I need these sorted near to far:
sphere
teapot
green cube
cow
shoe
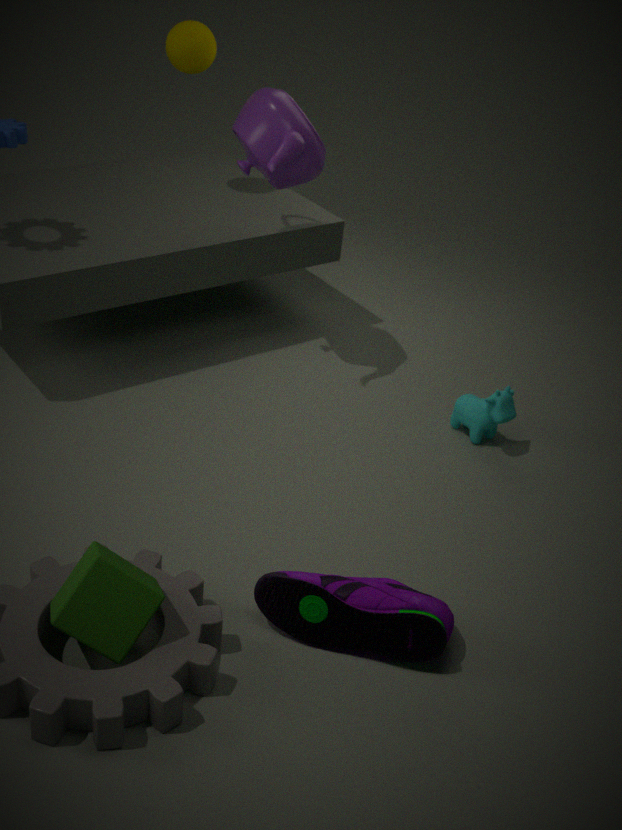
1. green cube
2. shoe
3. teapot
4. cow
5. sphere
